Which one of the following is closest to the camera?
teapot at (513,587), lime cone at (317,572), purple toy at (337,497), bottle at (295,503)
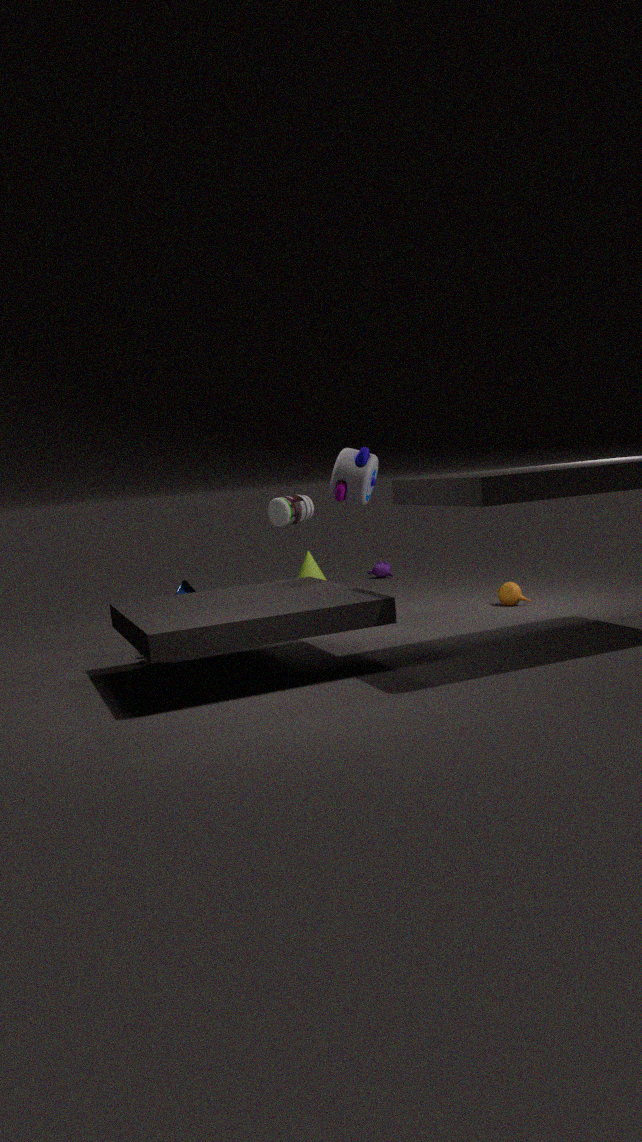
bottle at (295,503)
